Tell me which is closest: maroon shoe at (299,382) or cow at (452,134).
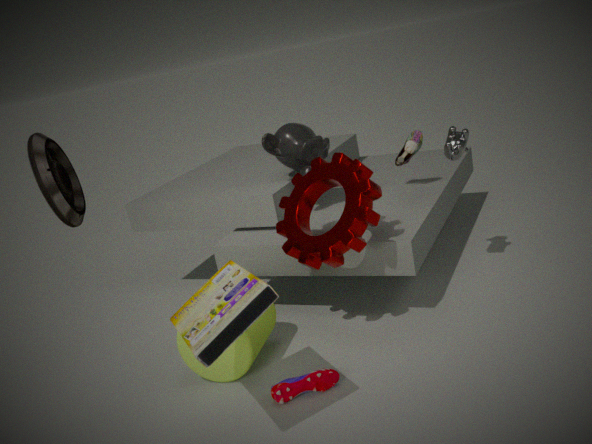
maroon shoe at (299,382)
